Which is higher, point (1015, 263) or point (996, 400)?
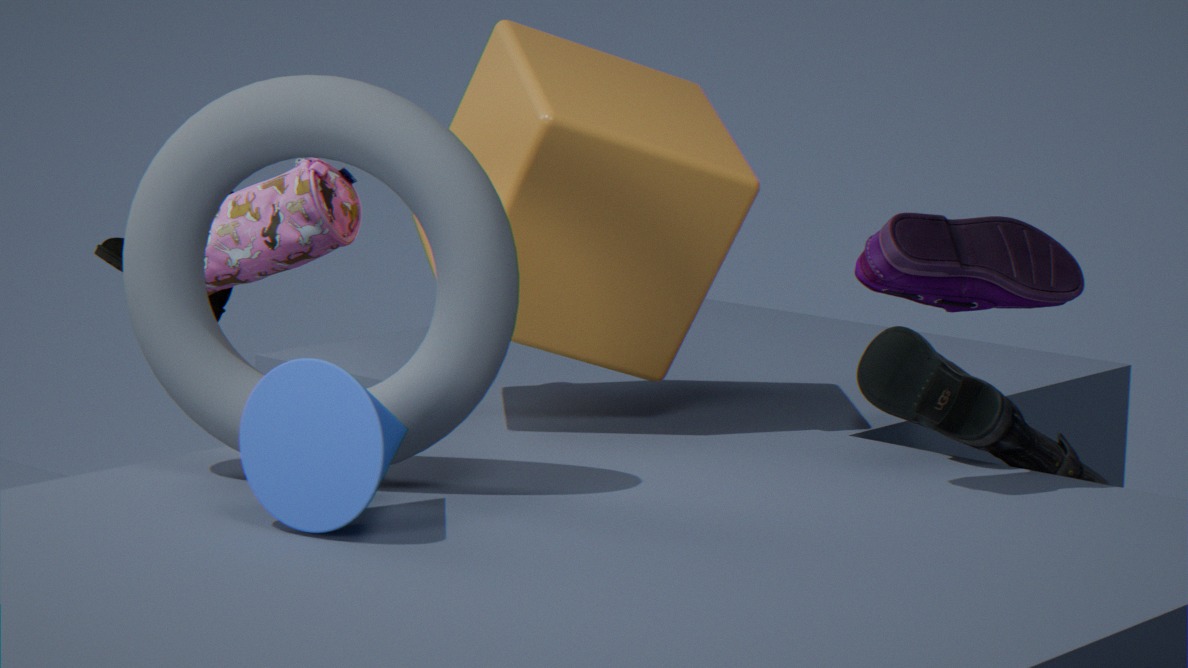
point (1015, 263)
